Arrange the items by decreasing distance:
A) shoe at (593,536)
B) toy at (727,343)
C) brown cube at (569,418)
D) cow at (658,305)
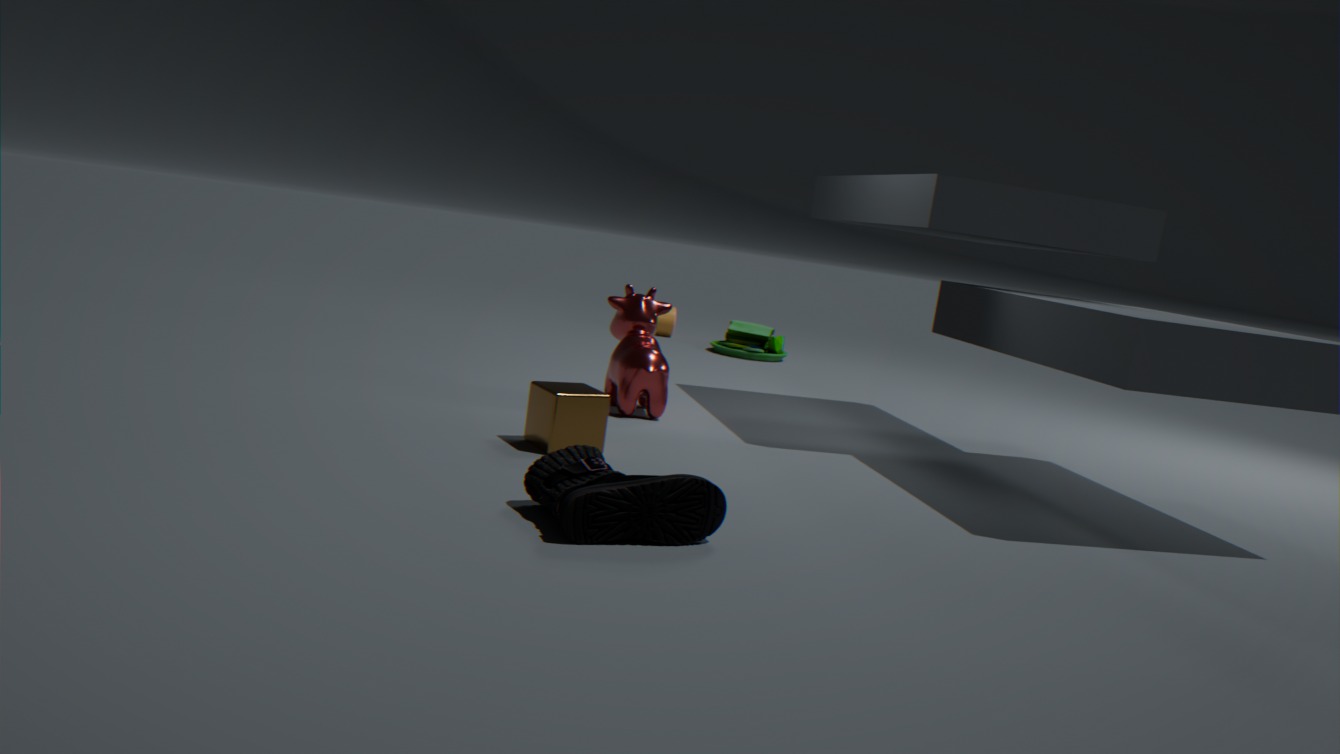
toy at (727,343) < cow at (658,305) < brown cube at (569,418) < shoe at (593,536)
